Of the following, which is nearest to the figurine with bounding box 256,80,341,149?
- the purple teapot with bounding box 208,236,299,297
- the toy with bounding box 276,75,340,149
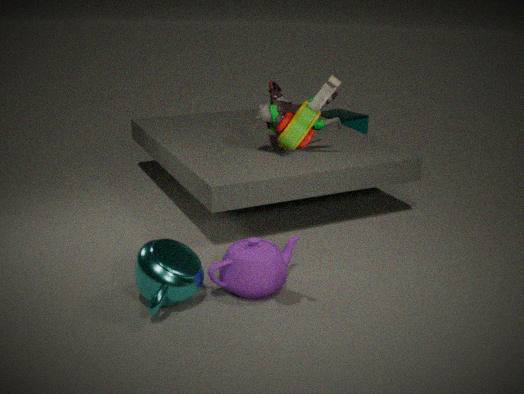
the purple teapot with bounding box 208,236,299,297
